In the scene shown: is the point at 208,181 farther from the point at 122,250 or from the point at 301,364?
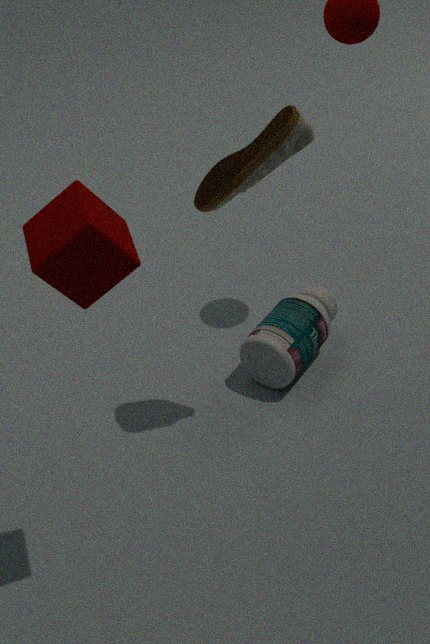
the point at 301,364
